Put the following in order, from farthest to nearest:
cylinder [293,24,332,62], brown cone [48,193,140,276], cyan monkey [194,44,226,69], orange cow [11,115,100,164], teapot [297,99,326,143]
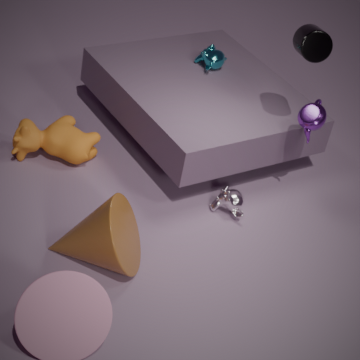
cyan monkey [194,44,226,69] → orange cow [11,115,100,164] → teapot [297,99,326,143] → cylinder [293,24,332,62] → brown cone [48,193,140,276]
